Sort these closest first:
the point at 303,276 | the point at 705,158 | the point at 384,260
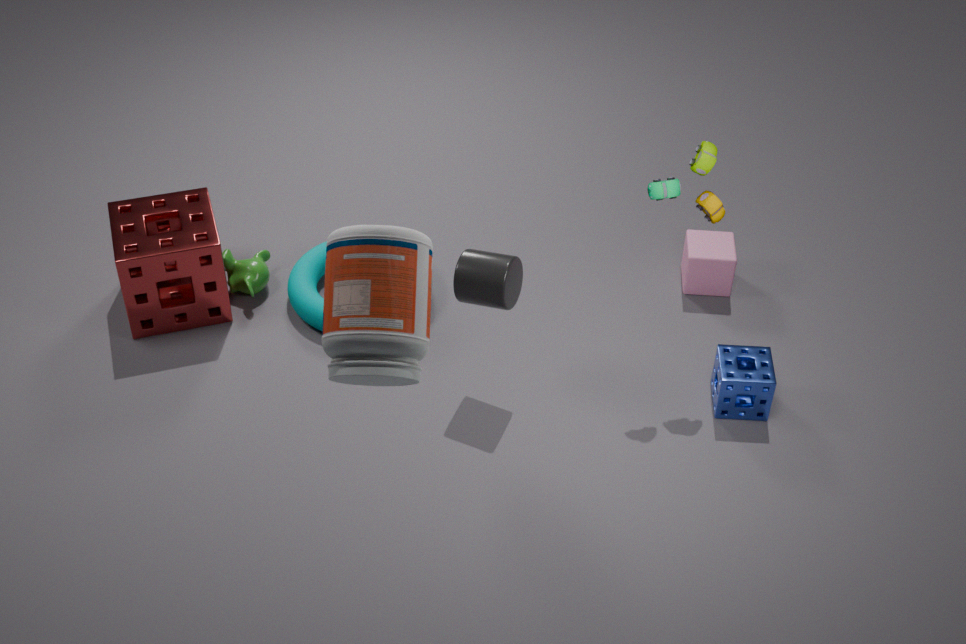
1. the point at 384,260
2. the point at 705,158
3. the point at 303,276
